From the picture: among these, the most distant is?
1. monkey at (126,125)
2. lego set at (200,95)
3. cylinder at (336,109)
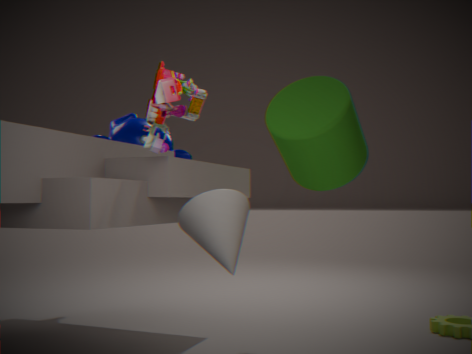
monkey at (126,125)
